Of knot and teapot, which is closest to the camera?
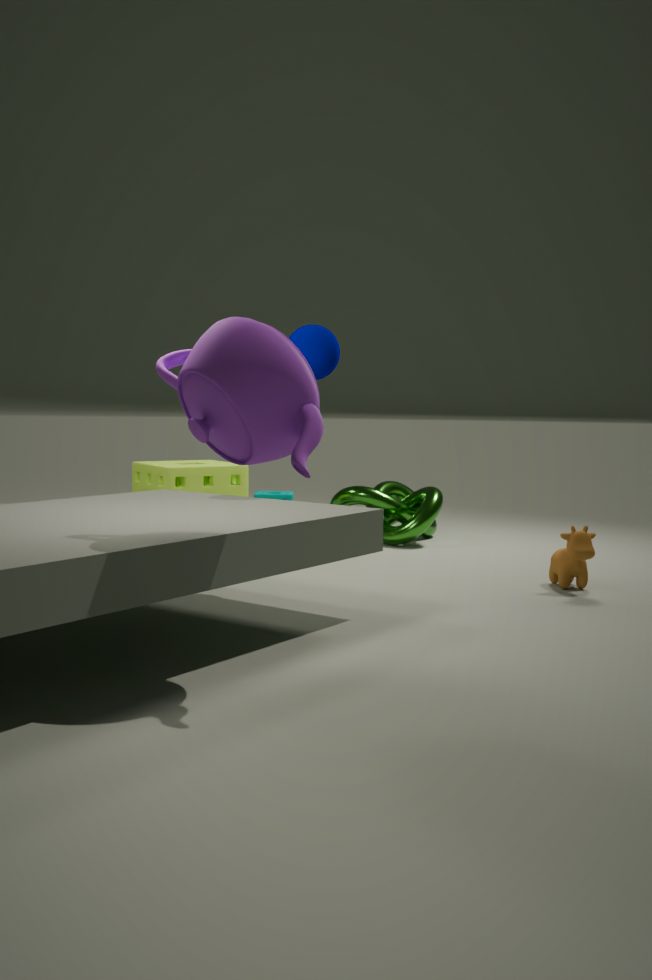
teapot
